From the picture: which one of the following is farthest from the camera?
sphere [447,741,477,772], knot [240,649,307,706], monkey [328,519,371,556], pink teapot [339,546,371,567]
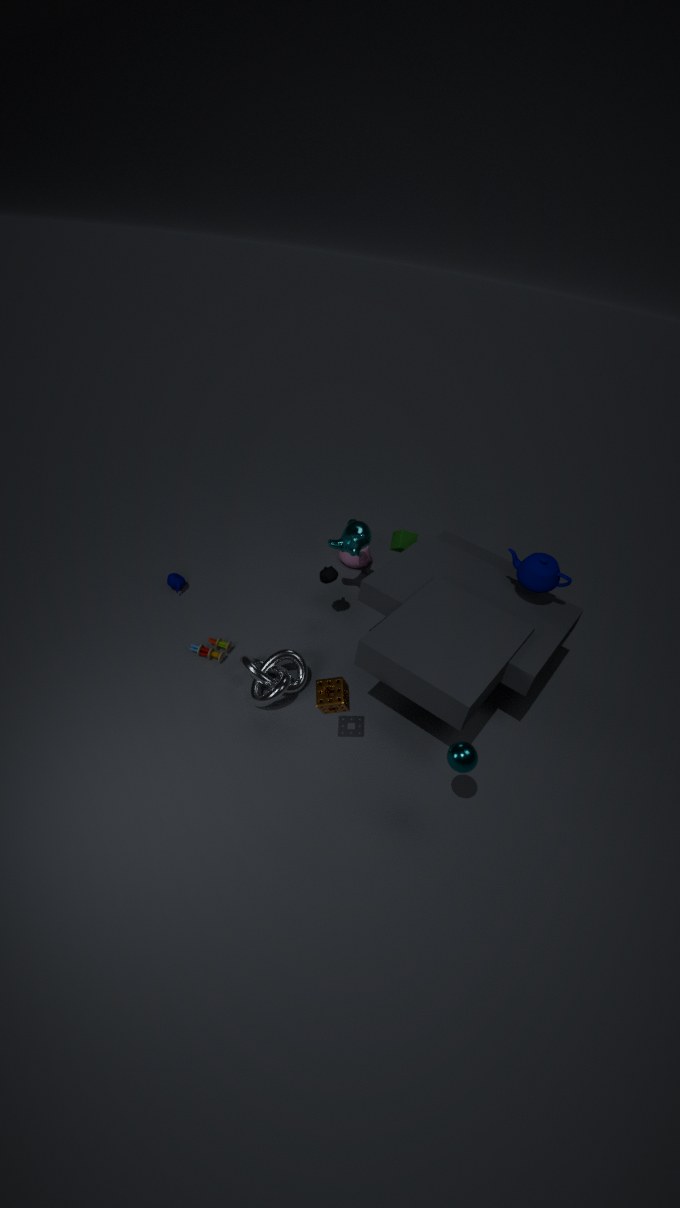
pink teapot [339,546,371,567]
